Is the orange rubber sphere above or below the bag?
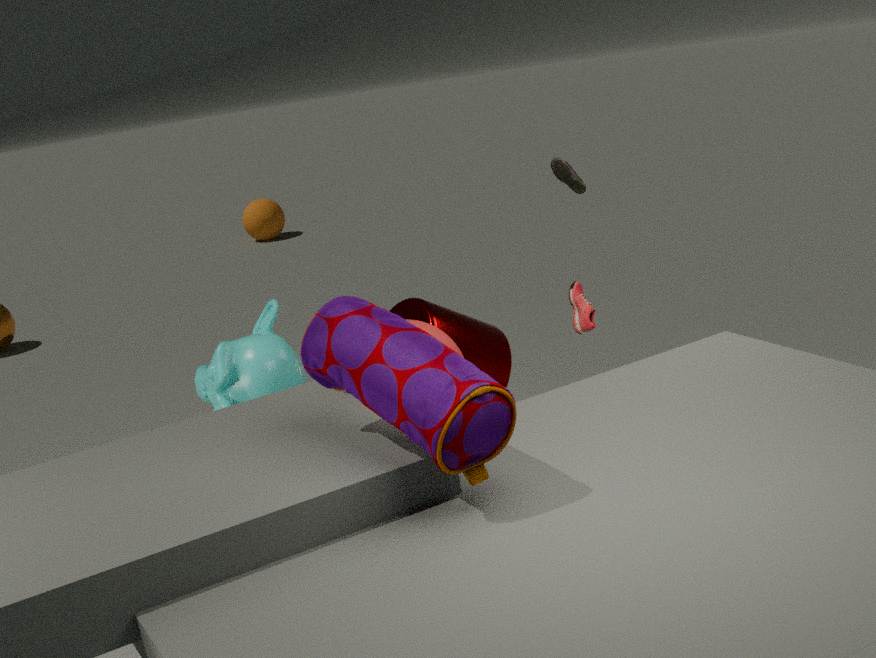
below
